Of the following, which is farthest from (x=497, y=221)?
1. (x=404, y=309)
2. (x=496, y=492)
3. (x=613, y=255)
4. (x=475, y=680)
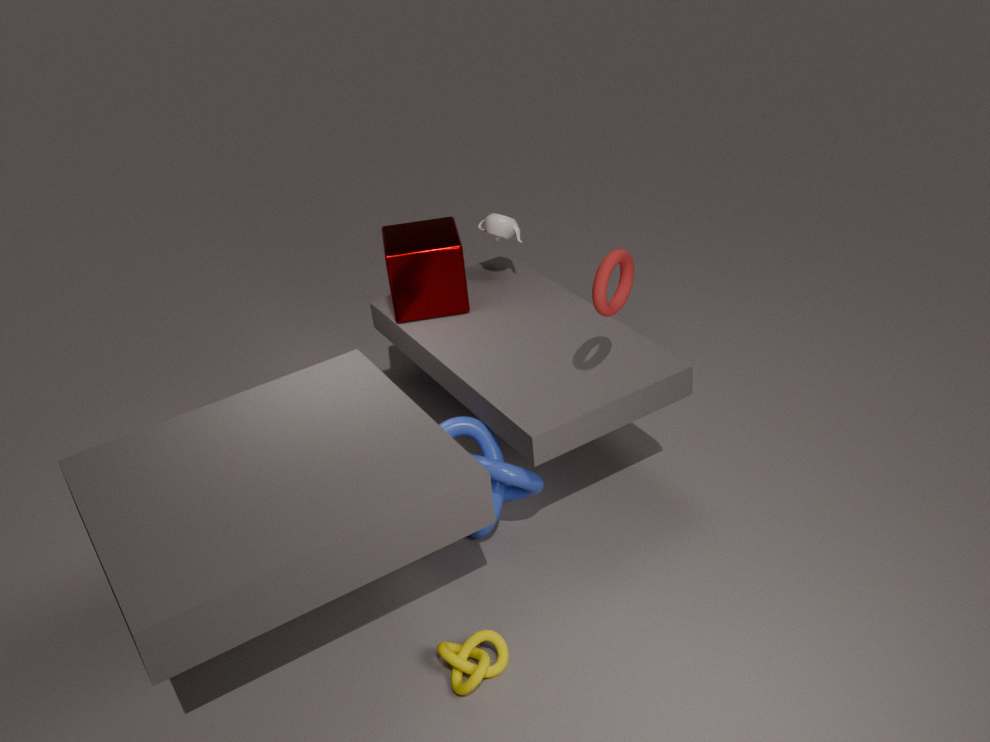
(x=475, y=680)
